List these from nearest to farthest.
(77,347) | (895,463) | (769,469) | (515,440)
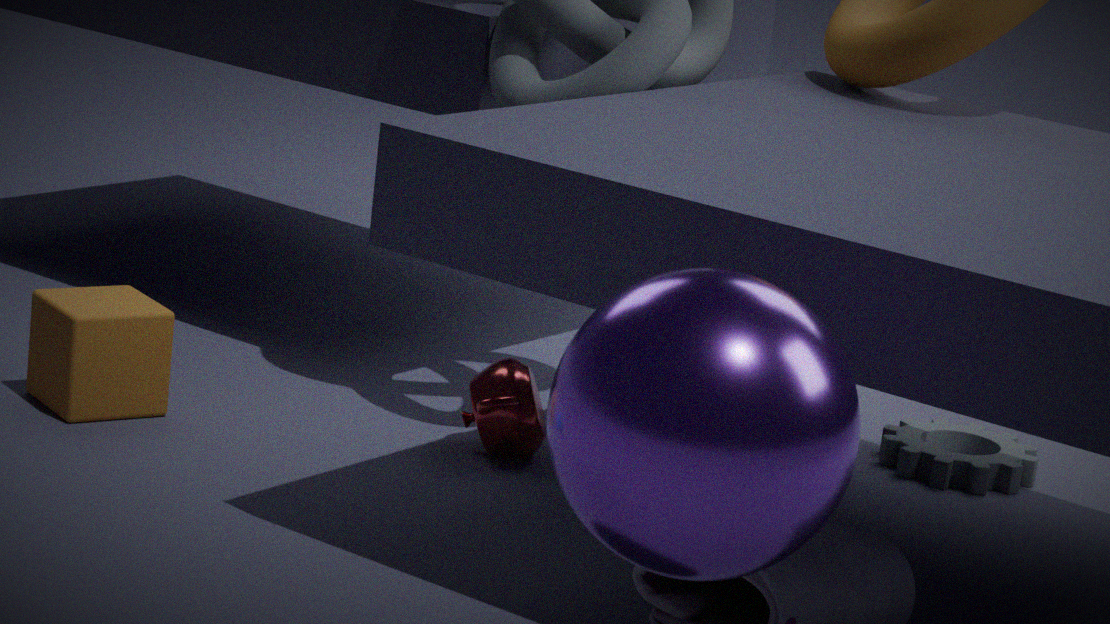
(769,469) → (77,347) → (515,440) → (895,463)
